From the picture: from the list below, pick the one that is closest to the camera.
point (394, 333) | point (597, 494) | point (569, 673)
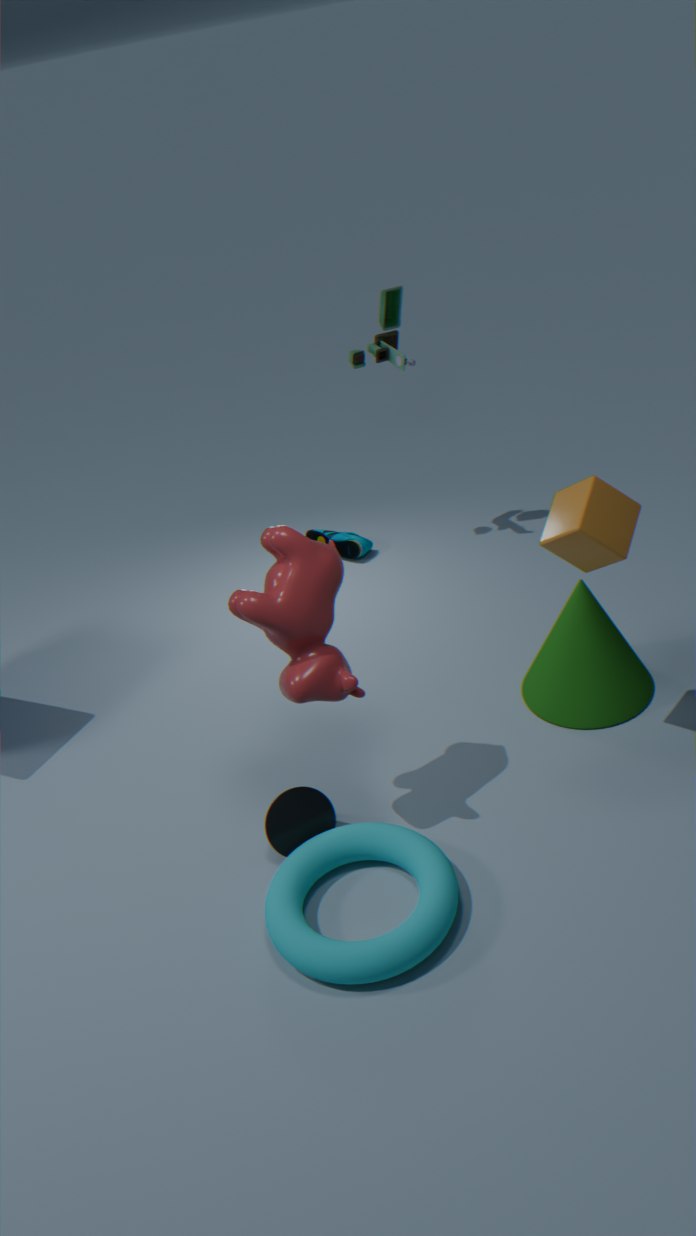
point (597, 494)
